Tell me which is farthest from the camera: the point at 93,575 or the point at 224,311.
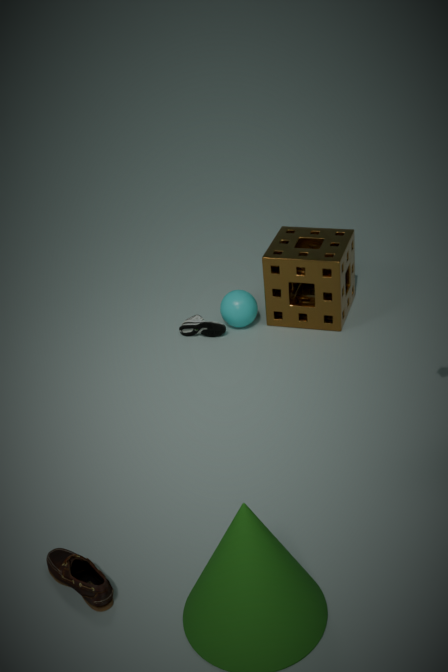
the point at 224,311
